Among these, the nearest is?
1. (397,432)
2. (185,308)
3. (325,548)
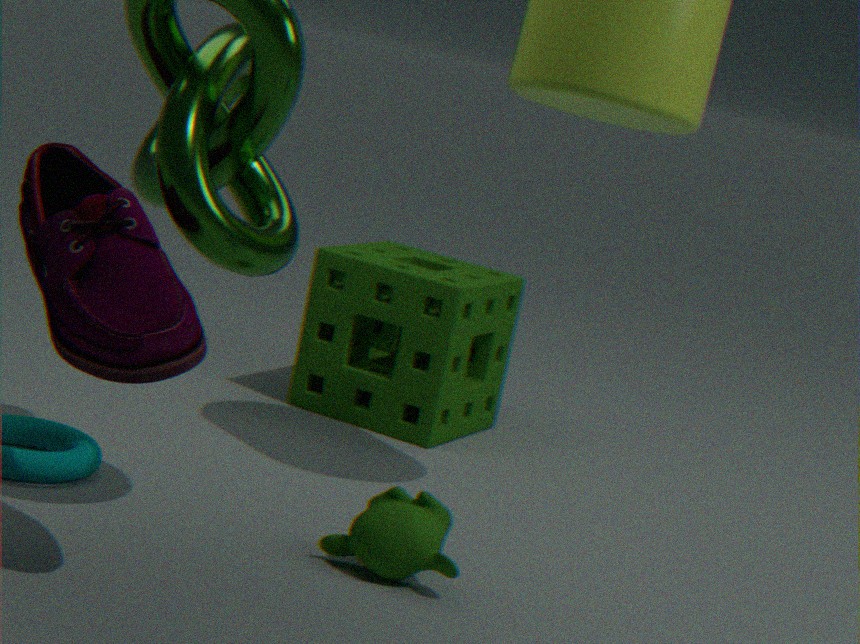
(185,308)
